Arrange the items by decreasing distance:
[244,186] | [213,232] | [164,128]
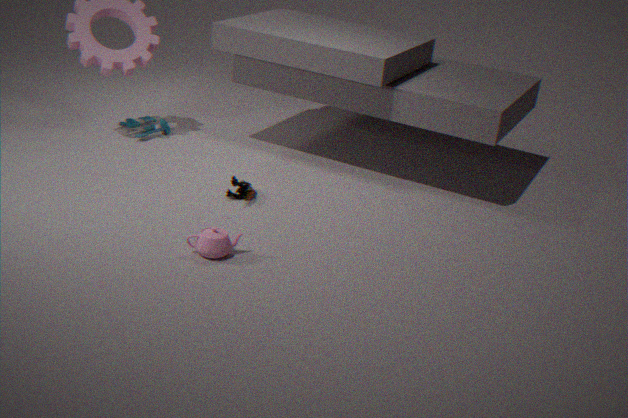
[164,128]
[244,186]
[213,232]
